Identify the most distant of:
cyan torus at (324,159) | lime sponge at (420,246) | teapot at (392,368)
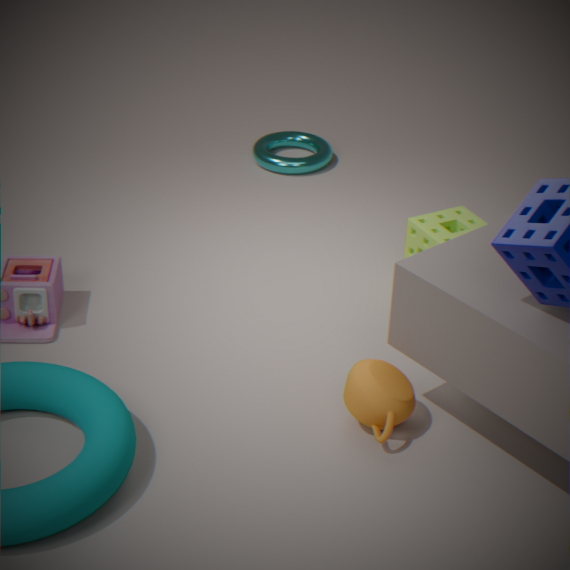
cyan torus at (324,159)
